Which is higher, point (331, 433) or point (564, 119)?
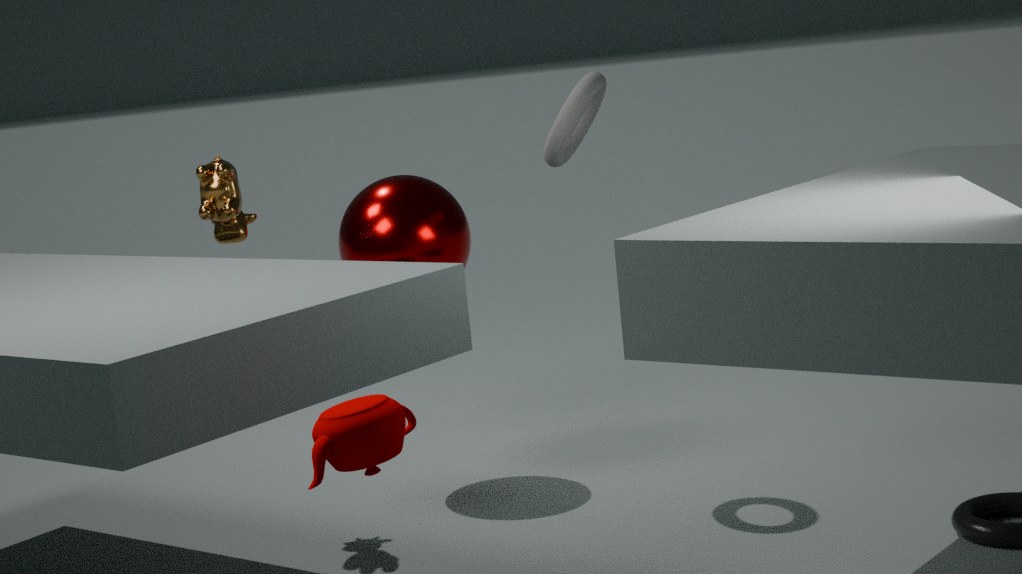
point (564, 119)
